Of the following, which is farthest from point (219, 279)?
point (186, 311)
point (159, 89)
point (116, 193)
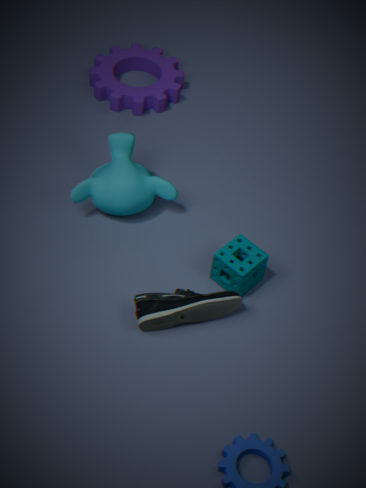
point (159, 89)
